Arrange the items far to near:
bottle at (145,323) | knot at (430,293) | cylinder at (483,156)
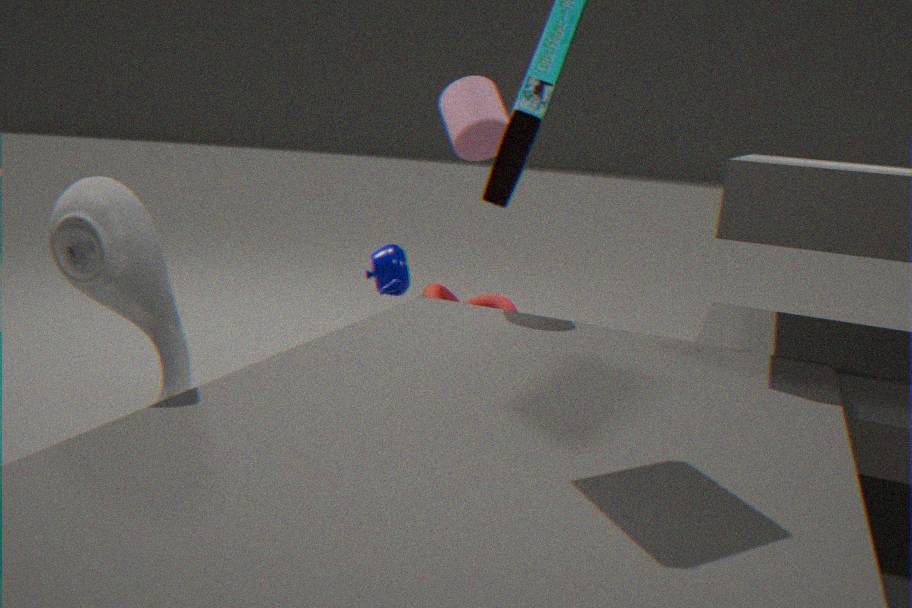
knot at (430,293) < cylinder at (483,156) < bottle at (145,323)
